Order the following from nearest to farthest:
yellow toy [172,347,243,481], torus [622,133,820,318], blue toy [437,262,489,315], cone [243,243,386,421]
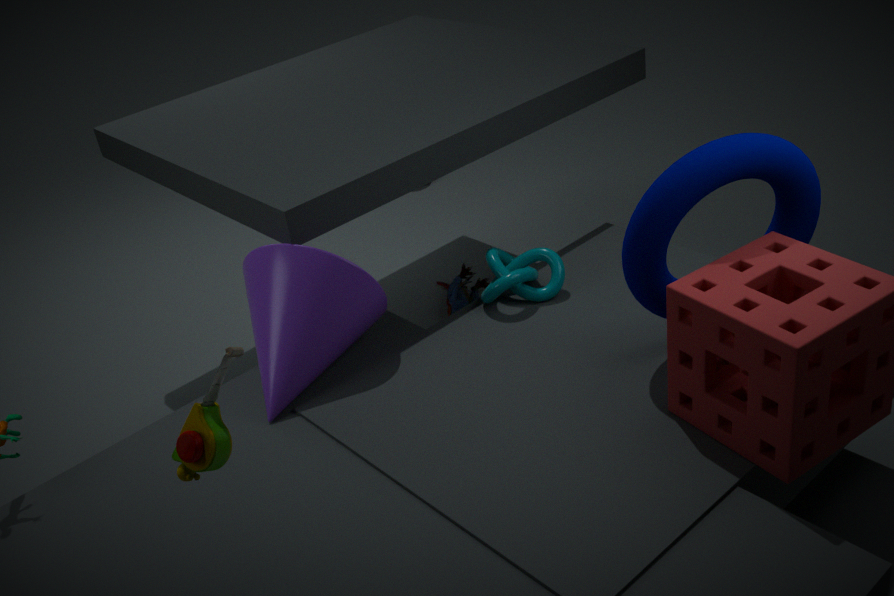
yellow toy [172,347,243,481]
torus [622,133,820,318]
cone [243,243,386,421]
blue toy [437,262,489,315]
